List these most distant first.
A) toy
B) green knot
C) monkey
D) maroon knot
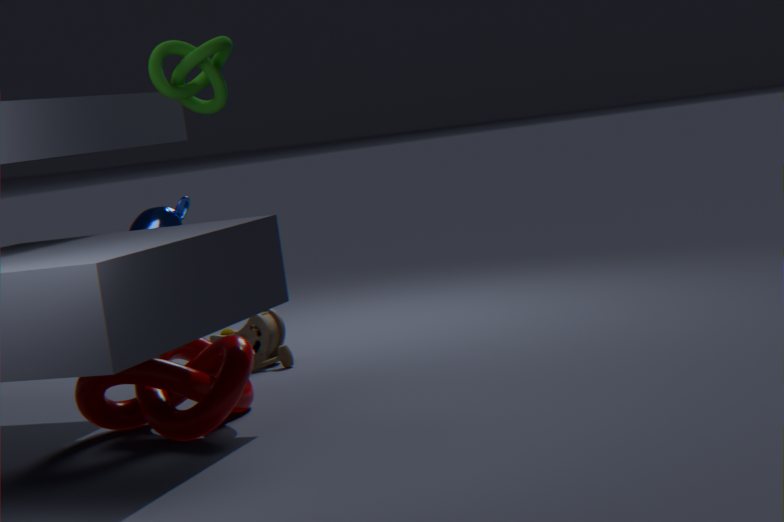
toy < green knot < monkey < maroon knot
